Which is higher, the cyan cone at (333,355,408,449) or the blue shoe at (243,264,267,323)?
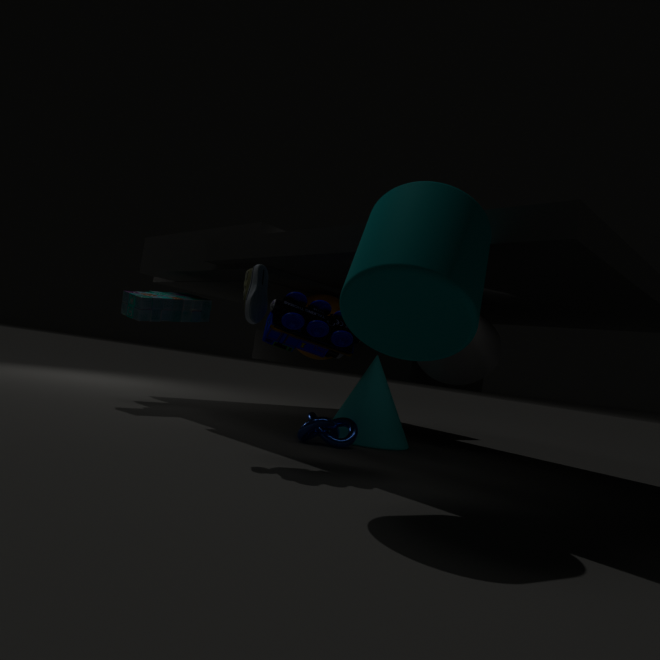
the blue shoe at (243,264,267,323)
